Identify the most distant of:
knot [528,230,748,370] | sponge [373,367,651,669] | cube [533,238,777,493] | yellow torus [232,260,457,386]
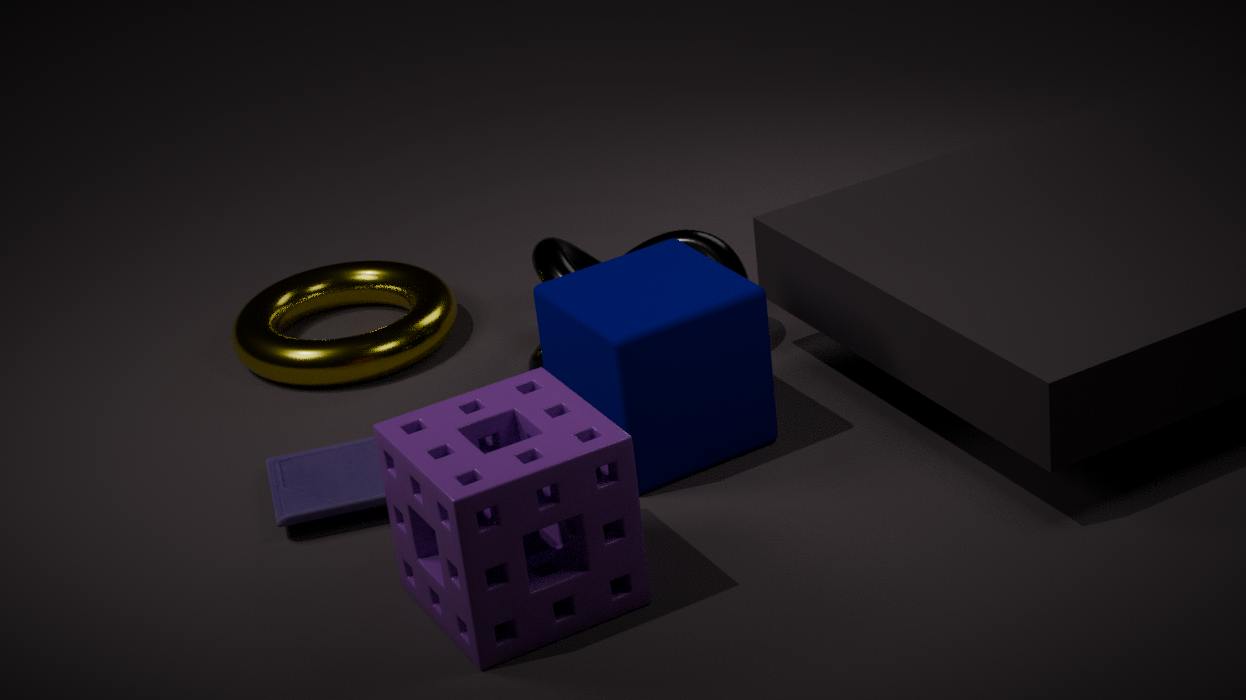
yellow torus [232,260,457,386]
